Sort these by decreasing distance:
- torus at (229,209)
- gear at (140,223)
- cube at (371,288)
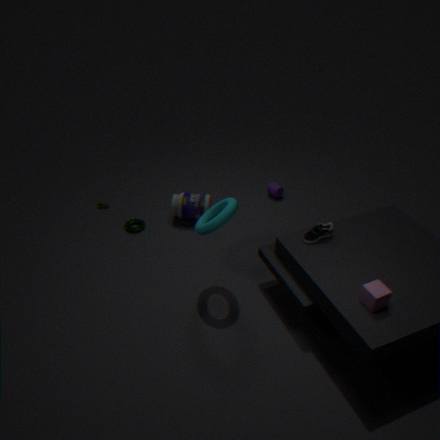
gear at (140,223) → torus at (229,209) → cube at (371,288)
